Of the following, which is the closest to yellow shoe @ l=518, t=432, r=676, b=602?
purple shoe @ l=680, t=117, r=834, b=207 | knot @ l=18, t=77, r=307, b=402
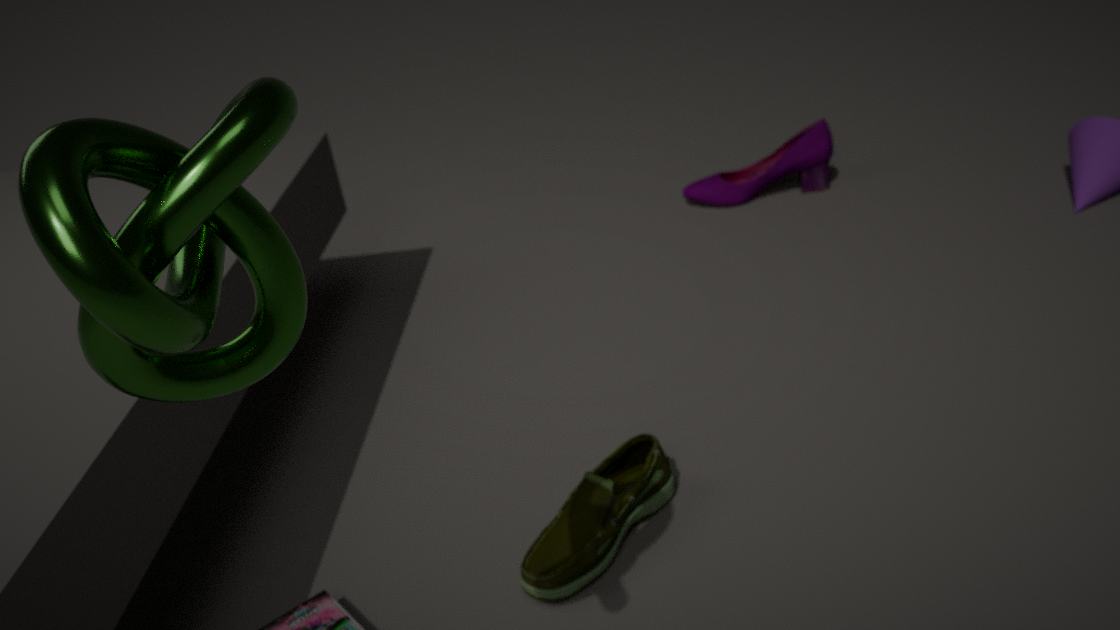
knot @ l=18, t=77, r=307, b=402
